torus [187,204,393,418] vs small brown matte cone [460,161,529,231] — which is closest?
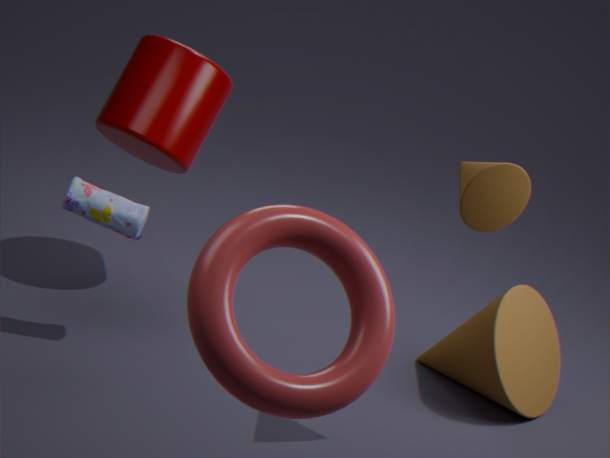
torus [187,204,393,418]
